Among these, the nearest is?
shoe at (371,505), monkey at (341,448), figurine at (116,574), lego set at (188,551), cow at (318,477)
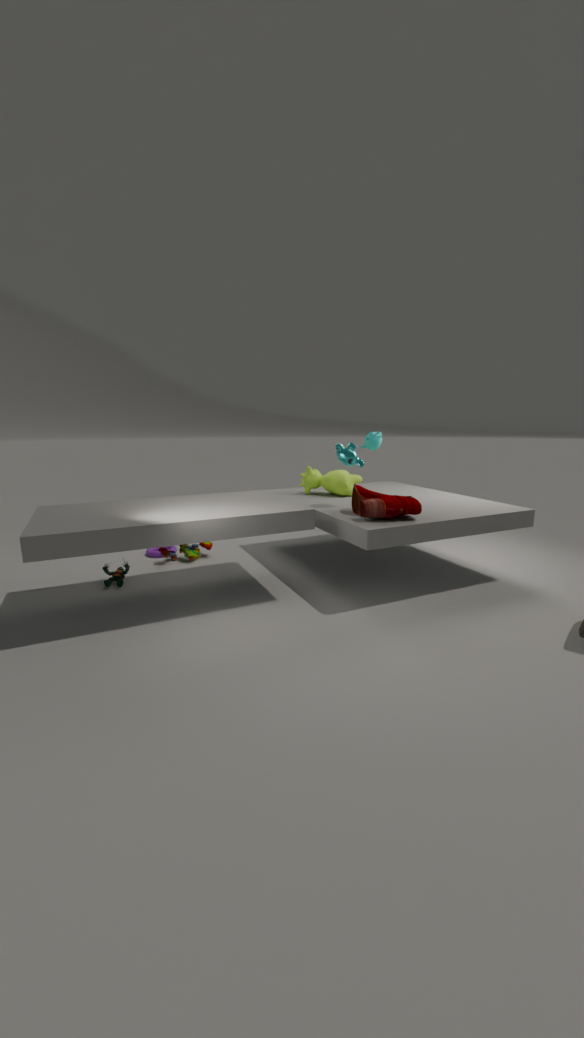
shoe at (371,505)
